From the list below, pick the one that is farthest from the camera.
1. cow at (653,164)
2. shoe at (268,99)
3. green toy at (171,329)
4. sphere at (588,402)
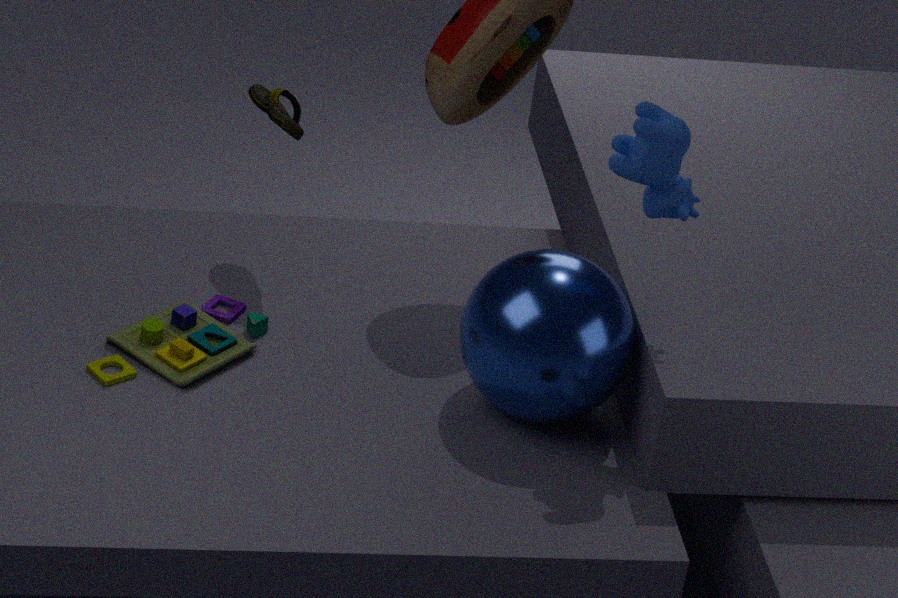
shoe at (268,99)
